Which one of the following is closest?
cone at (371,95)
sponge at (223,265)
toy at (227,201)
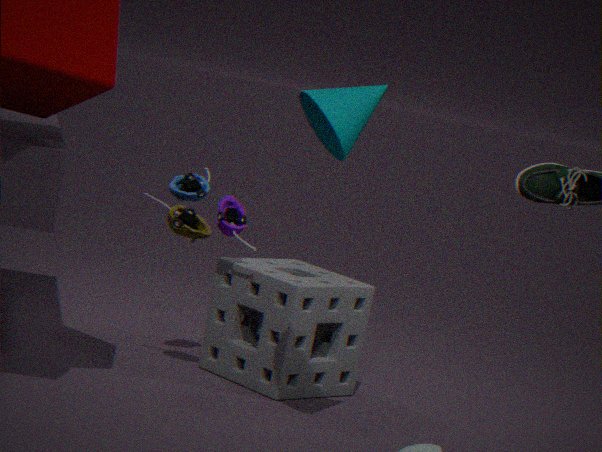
cone at (371,95)
